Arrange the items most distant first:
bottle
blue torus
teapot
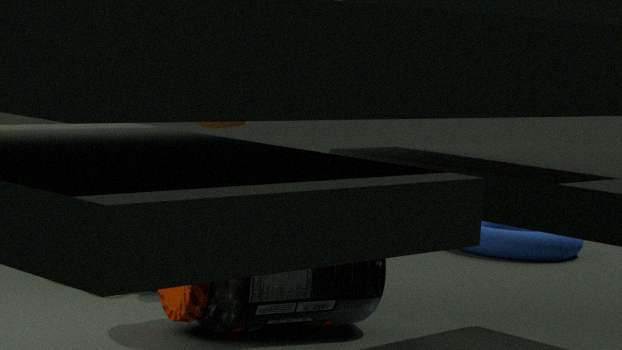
blue torus → teapot → bottle
